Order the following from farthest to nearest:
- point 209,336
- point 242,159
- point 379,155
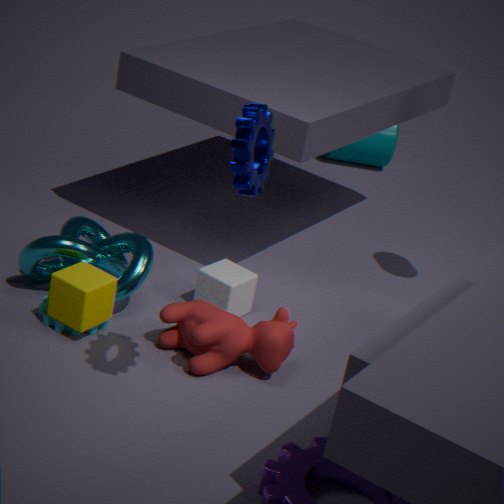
point 379,155 → point 209,336 → point 242,159
